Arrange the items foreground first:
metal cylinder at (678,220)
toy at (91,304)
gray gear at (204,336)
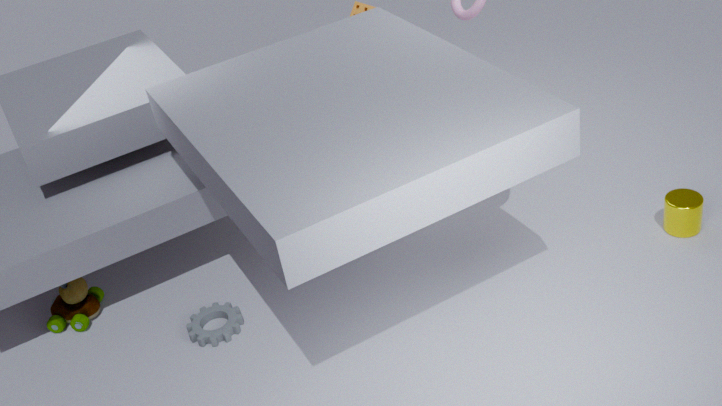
gray gear at (204,336) → metal cylinder at (678,220) → toy at (91,304)
